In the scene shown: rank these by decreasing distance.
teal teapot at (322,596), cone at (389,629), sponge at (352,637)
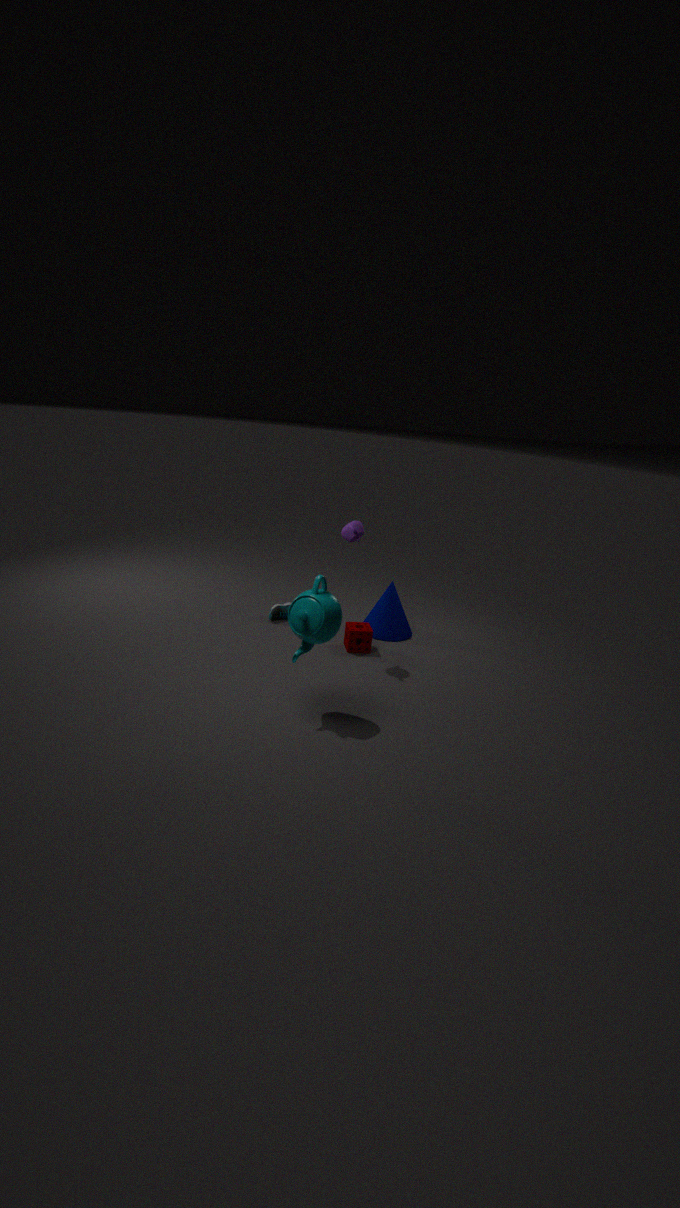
1. cone at (389,629)
2. sponge at (352,637)
3. teal teapot at (322,596)
